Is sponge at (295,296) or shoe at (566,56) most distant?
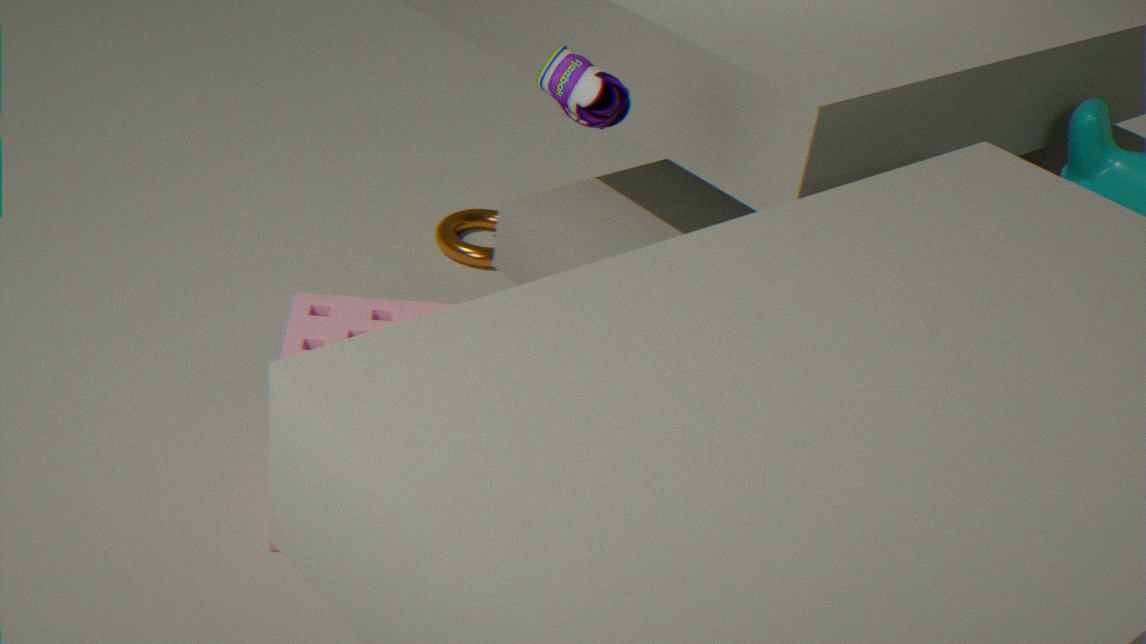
sponge at (295,296)
